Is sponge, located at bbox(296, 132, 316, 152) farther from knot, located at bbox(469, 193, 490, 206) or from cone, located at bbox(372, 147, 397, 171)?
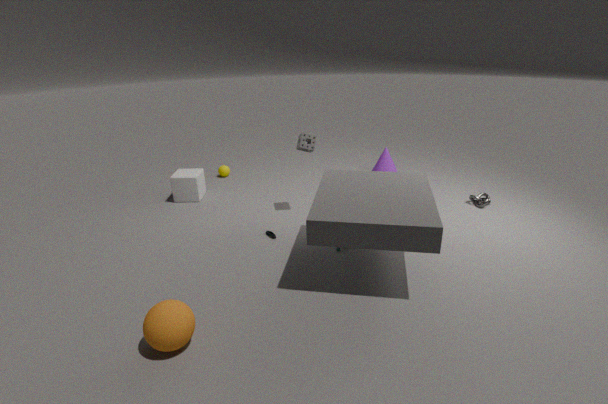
knot, located at bbox(469, 193, 490, 206)
